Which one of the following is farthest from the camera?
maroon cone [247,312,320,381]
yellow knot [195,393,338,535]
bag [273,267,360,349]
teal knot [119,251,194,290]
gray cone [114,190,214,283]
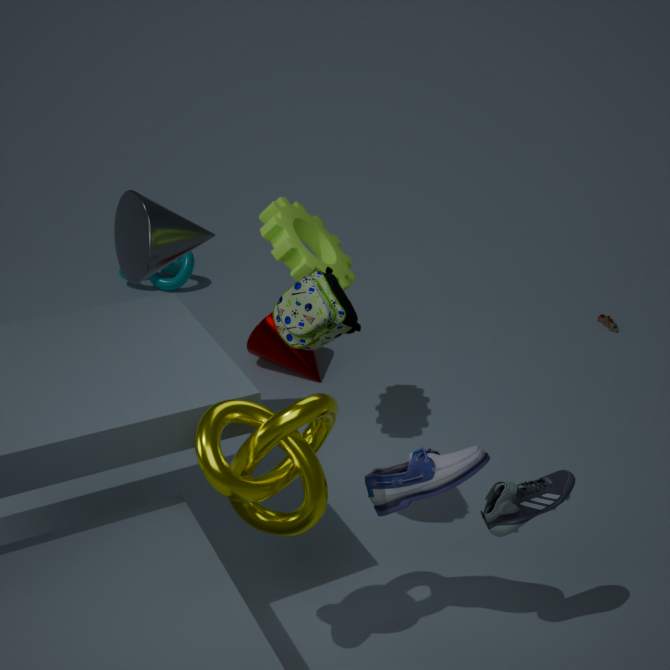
teal knot [119,251,194,290]
